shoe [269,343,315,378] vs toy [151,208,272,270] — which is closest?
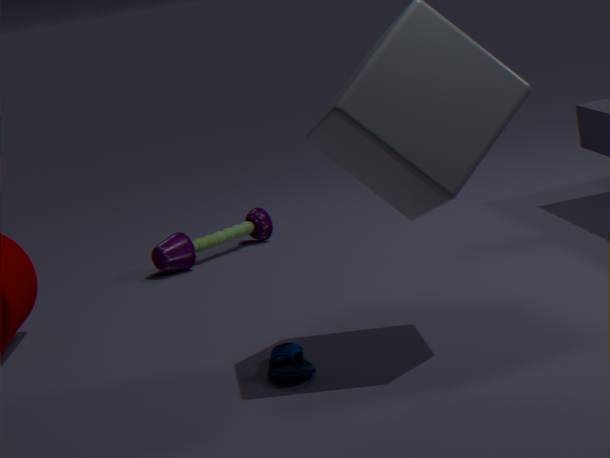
shoe [269,343,315,378]
